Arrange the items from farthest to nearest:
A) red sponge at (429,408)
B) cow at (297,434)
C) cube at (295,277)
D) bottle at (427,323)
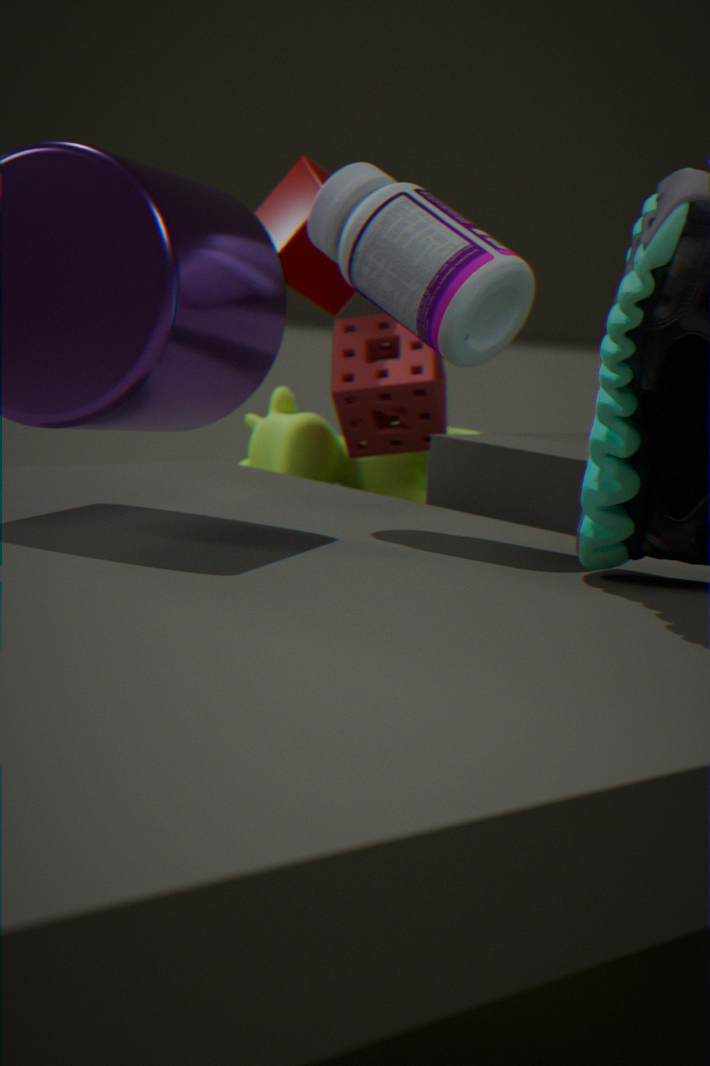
cow at (297,434) → cube at (295,277) → red sponge at (429,408) → bottle at (427,323)
